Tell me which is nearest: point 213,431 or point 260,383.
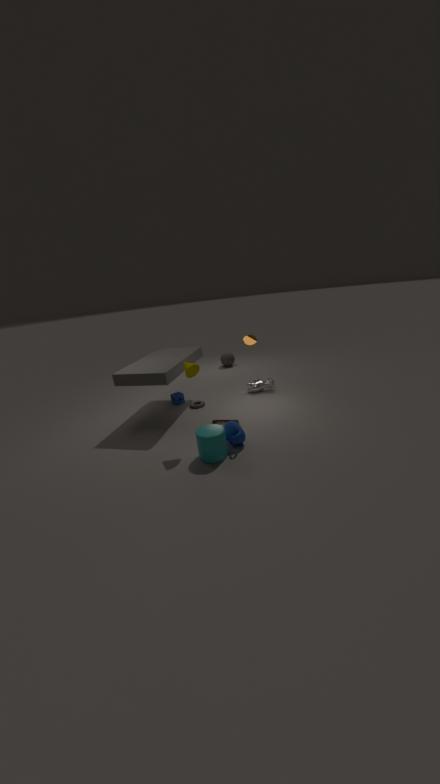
point 213,431
